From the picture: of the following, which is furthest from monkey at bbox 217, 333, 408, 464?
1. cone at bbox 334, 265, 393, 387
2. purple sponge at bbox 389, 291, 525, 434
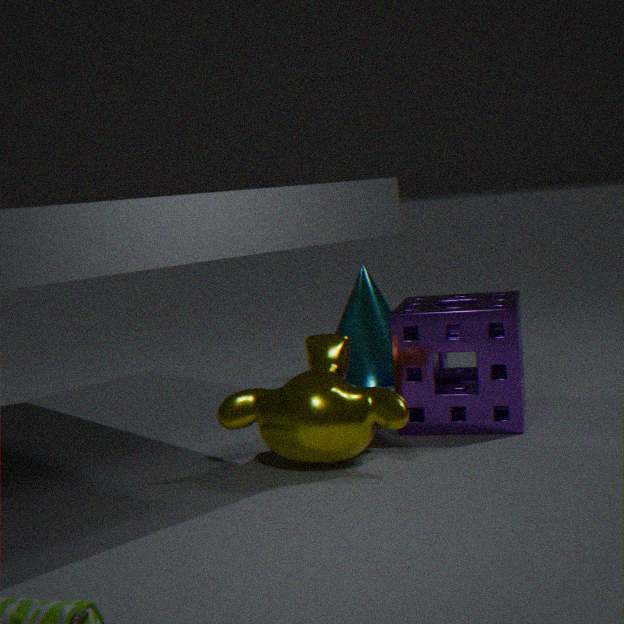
cone at bbox 334, 265, 393, 387
